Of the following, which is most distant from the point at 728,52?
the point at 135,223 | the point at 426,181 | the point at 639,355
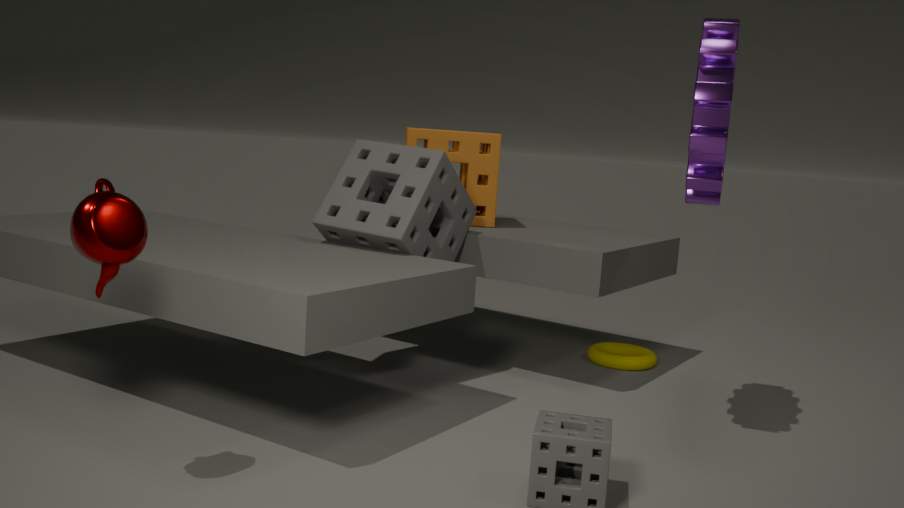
the point at 135,223
